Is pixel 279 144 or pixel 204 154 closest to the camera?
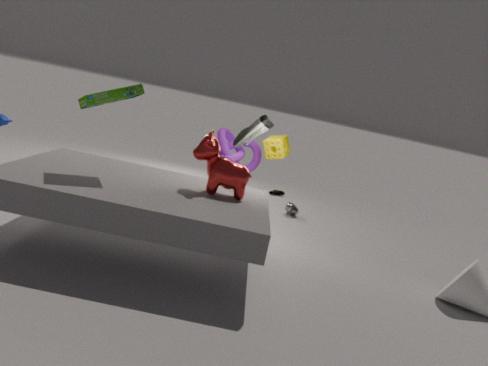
pixel 204 154
